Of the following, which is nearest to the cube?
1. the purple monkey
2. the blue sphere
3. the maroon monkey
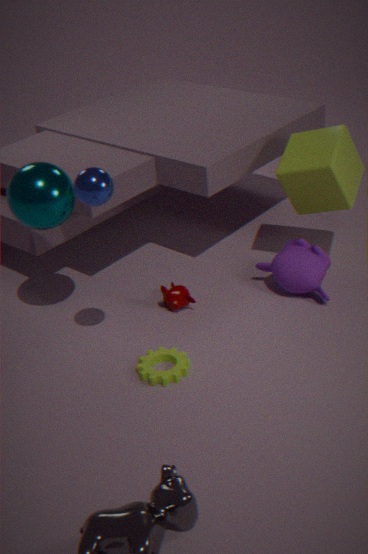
the purple monkey
